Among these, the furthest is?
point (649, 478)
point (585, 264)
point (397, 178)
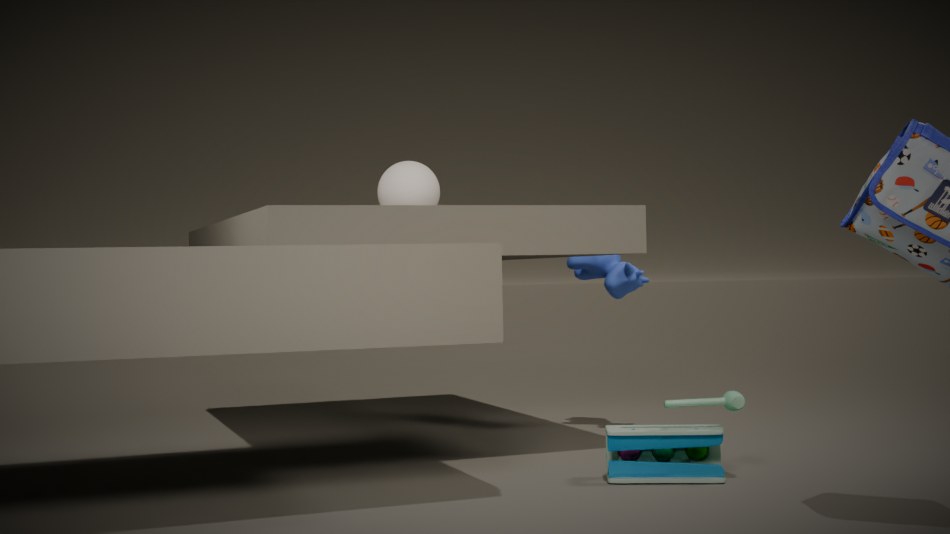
point (397, 178)
